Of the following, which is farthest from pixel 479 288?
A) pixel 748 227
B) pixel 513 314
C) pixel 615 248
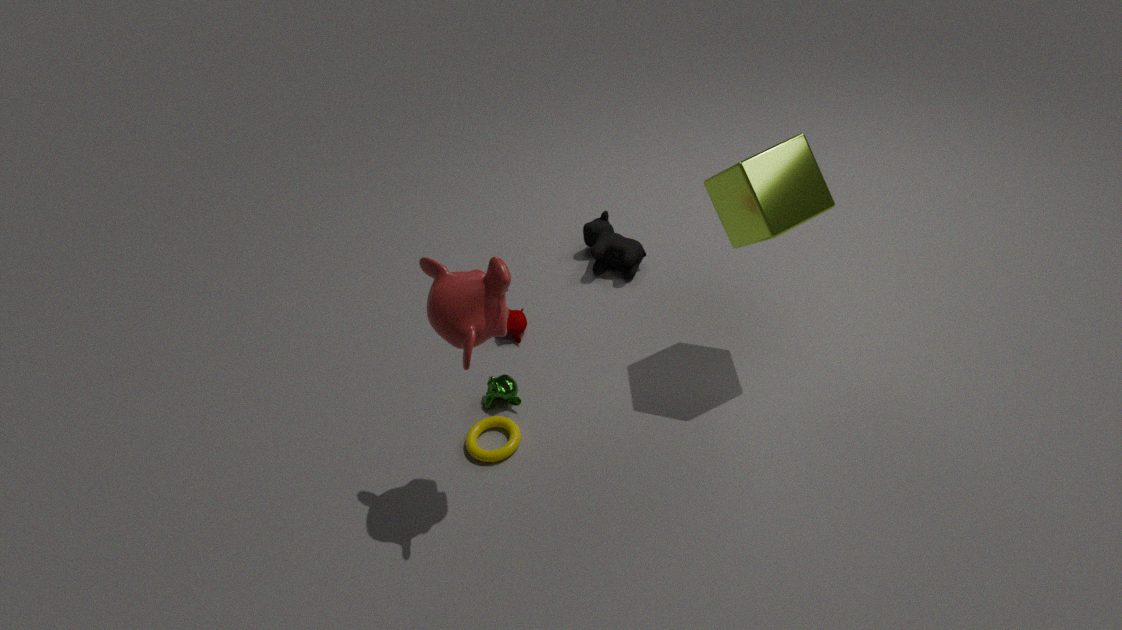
pixel 615 248
